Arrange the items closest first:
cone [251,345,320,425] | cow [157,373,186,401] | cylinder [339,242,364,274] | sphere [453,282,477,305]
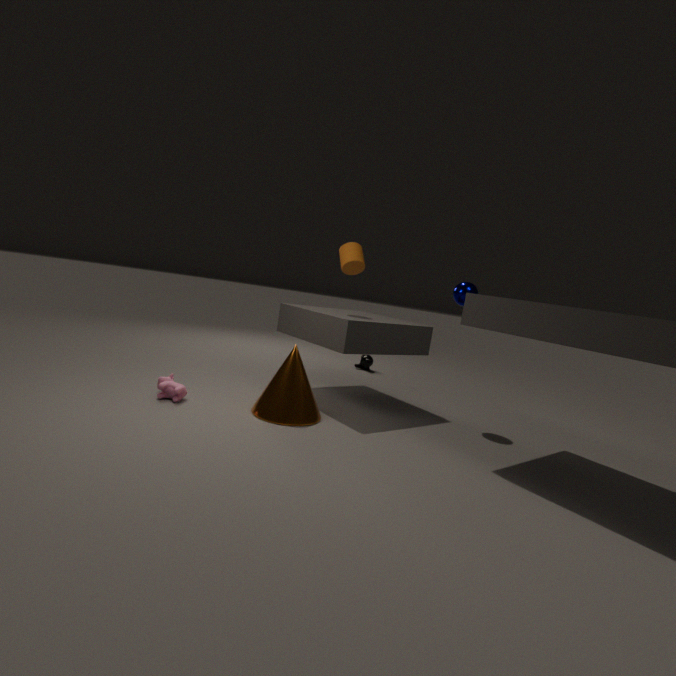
cone [251,345,320,425] < cow [157,373,186,401] < sphere [453,282,477,305] < cylinder [339,242,364,274]
